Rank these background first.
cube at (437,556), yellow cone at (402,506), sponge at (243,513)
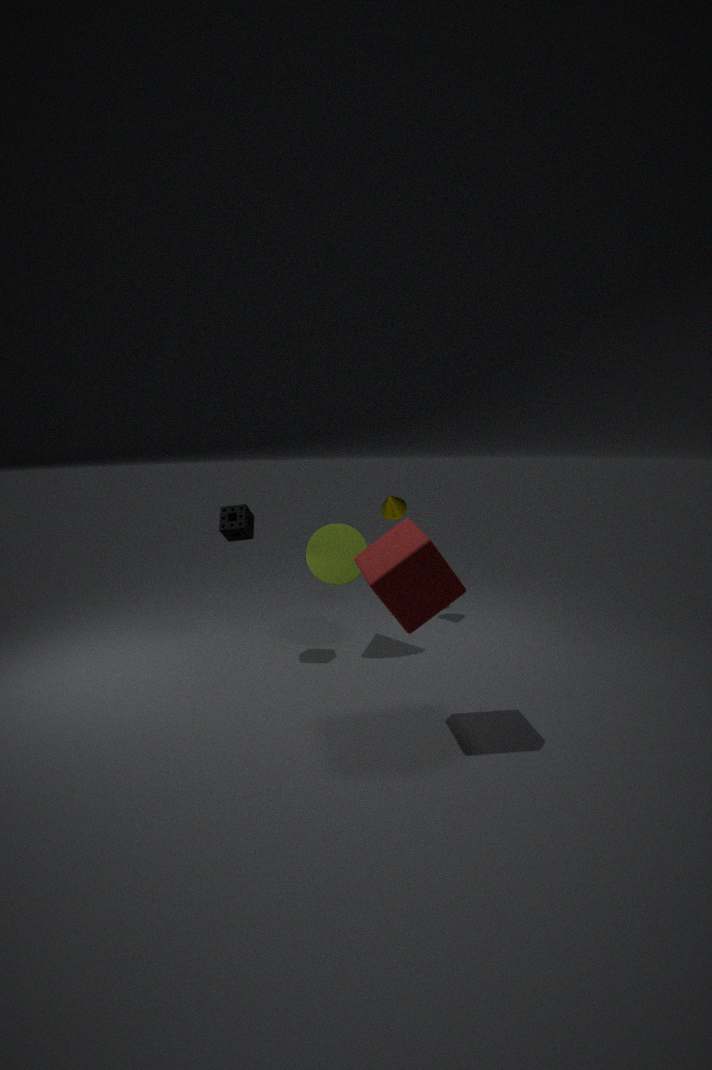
yellow cone at (402,506) → sponge at (243,513) → cube at (437,556)
